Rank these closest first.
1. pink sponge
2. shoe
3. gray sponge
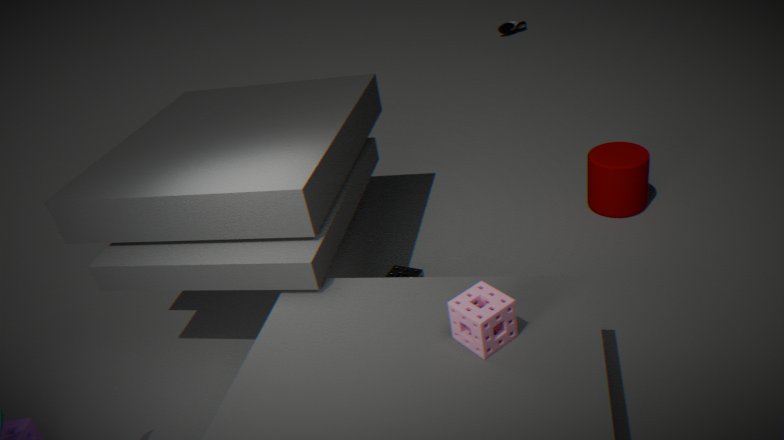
1. pink sponge
2. gray sponge
3. shoe
